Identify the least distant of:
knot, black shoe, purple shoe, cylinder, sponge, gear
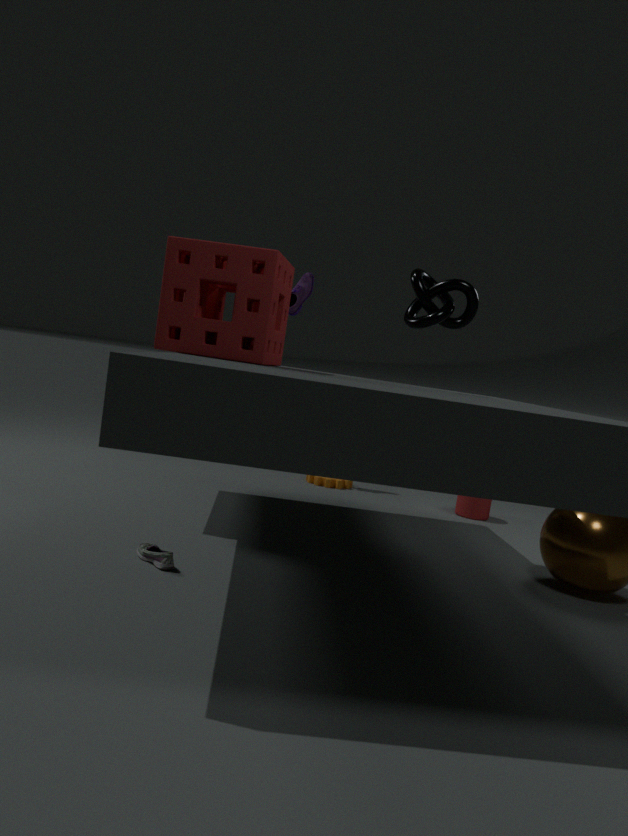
black shoe
